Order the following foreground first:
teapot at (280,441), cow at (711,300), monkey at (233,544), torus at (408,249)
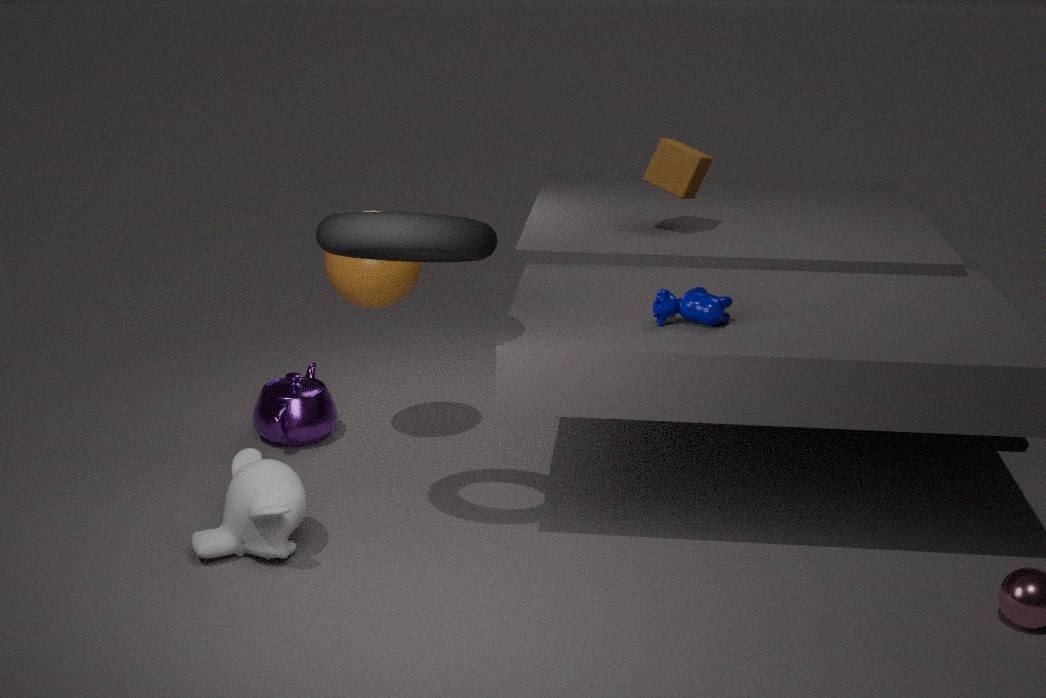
torus at (408,249), monkey at (233,544), cow at (711,300), teapot at (280,441)
